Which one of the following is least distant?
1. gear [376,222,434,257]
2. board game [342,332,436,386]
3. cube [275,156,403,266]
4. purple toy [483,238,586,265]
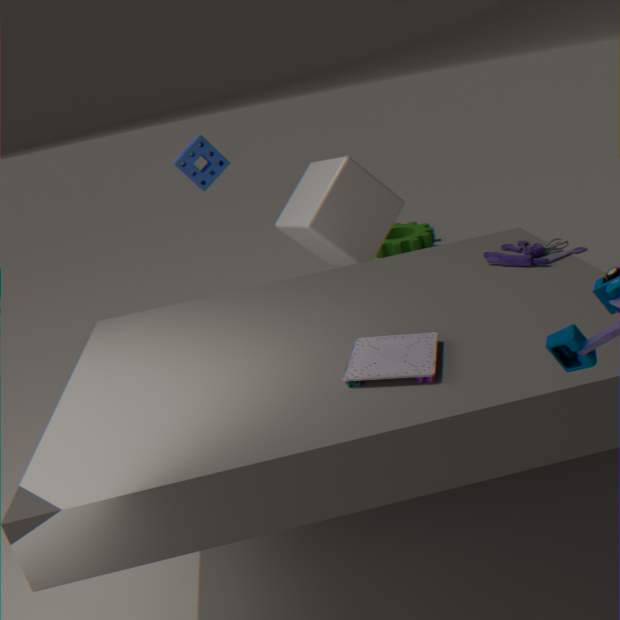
board game [342,332,436,386]
